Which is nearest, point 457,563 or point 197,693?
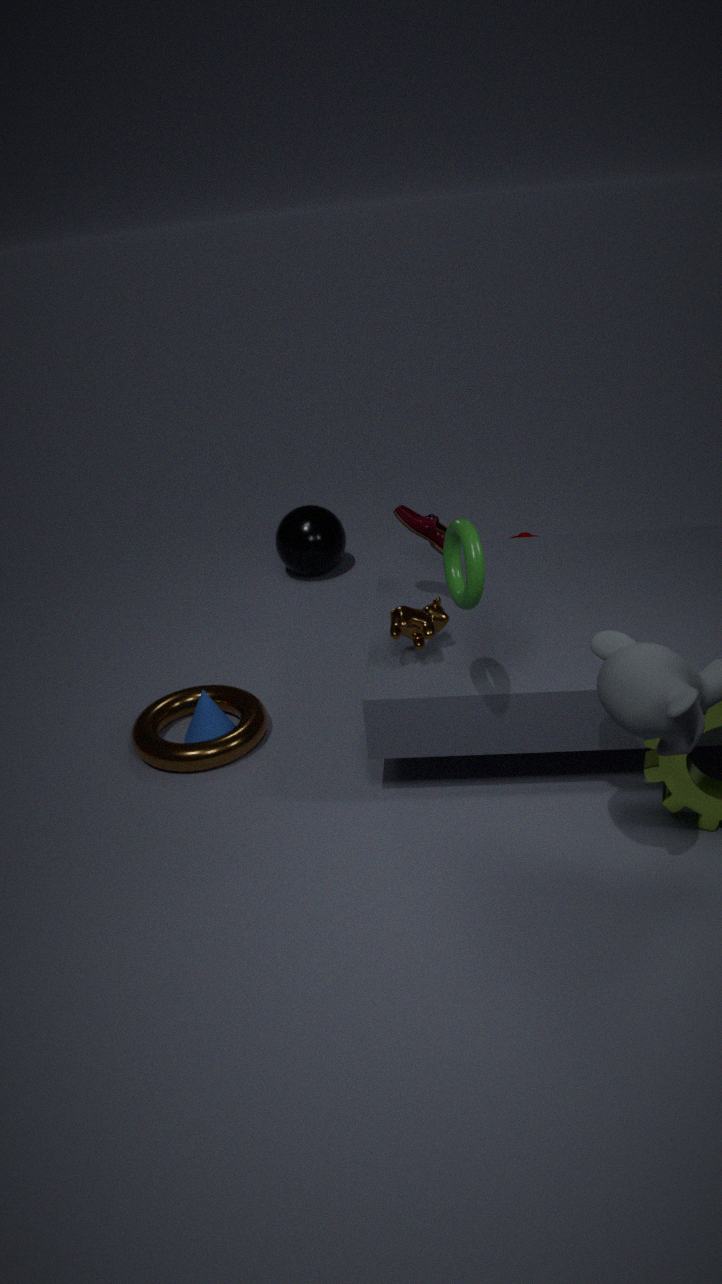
point 457,563
